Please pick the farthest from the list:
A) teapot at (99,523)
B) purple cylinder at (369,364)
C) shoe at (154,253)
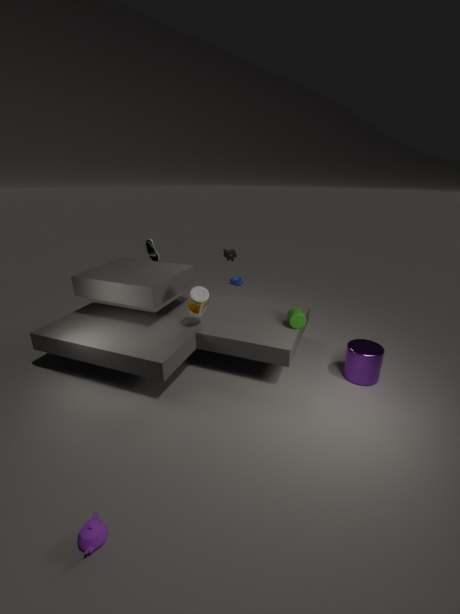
shoe at (154,253)
